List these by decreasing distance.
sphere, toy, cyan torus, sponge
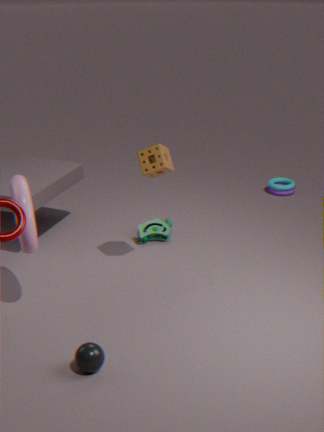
cyan torus < toy < sponge < sphere
